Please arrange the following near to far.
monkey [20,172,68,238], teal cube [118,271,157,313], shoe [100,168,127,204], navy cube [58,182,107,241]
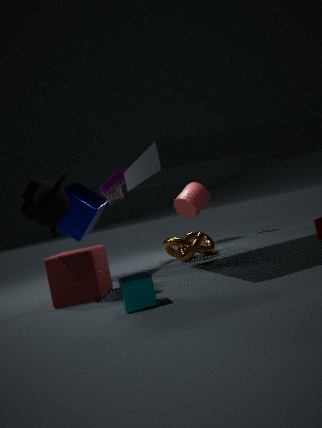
teal cube [118,271,157,313] → monkey [20,172,68,238] → navy cube [58,182,107,241] → shoe [100,168,127,204]
